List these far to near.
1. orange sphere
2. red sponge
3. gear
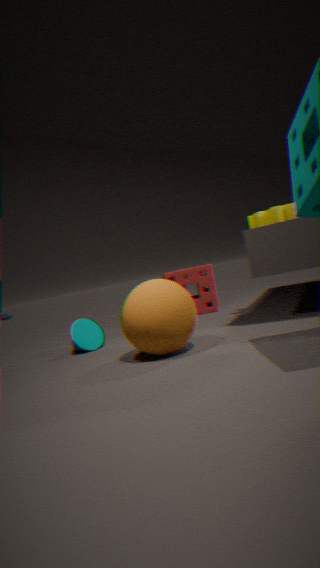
1. red sponge
2. gear
3. orange sphere
